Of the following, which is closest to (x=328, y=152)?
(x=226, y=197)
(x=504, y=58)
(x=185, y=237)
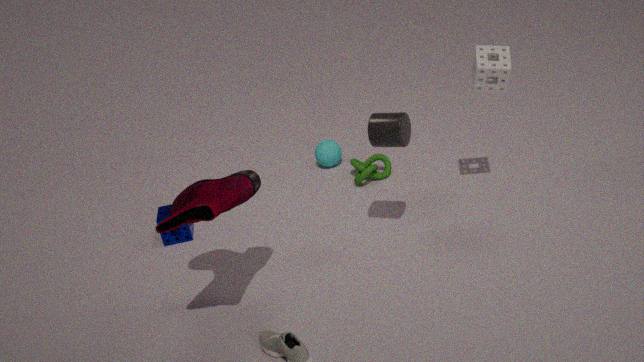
(x=185, y=237)
